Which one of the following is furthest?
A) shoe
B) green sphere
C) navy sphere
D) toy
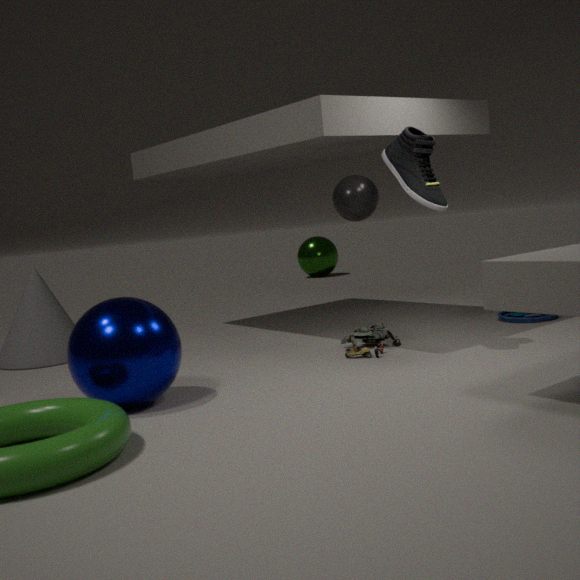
green sphere
